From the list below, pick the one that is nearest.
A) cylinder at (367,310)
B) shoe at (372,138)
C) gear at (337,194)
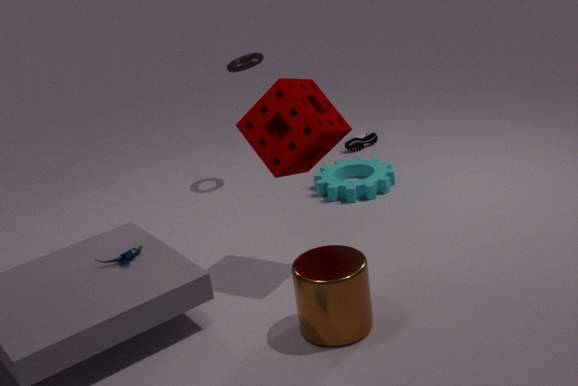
A. cylinder at (367,310)
